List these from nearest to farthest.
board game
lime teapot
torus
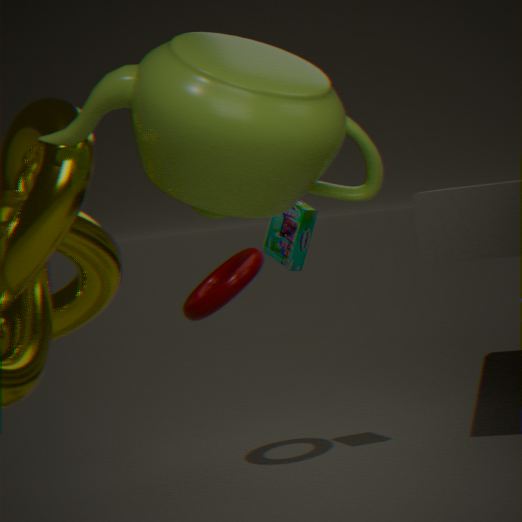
lime teapot → torus → board game
